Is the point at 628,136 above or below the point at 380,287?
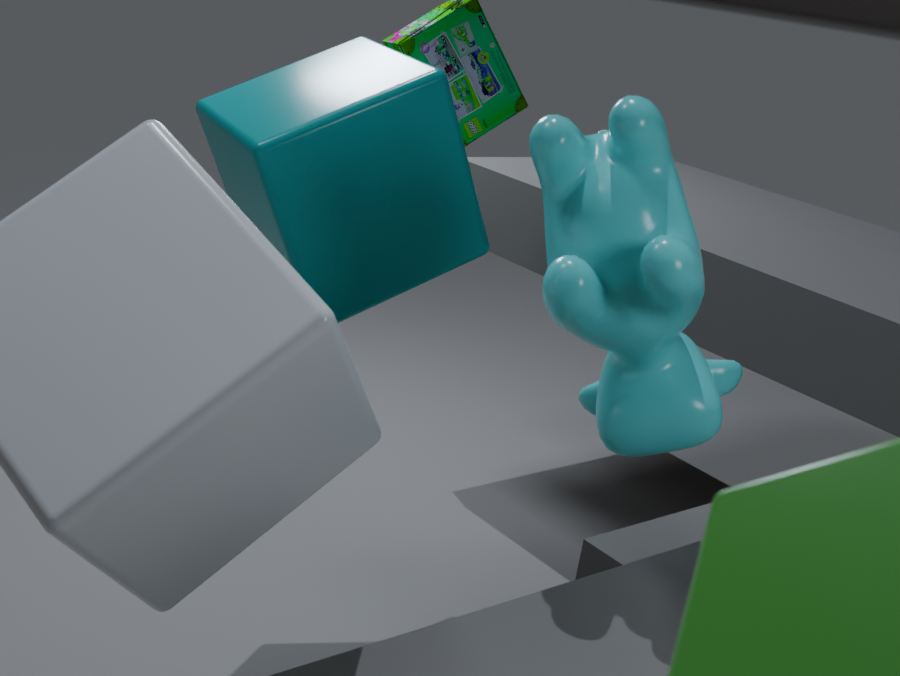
above
